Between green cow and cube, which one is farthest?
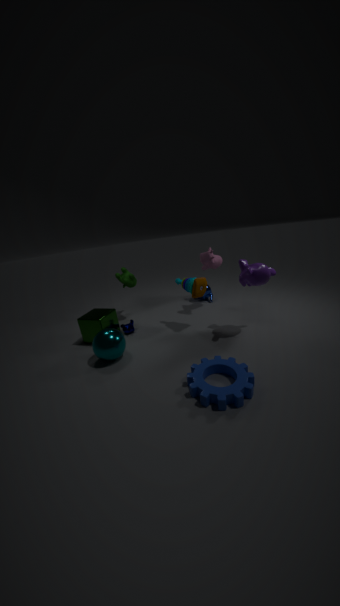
green cow
